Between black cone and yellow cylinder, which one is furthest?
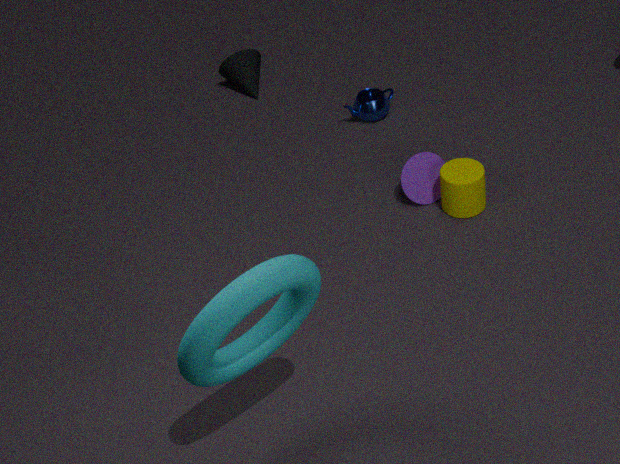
black cone
